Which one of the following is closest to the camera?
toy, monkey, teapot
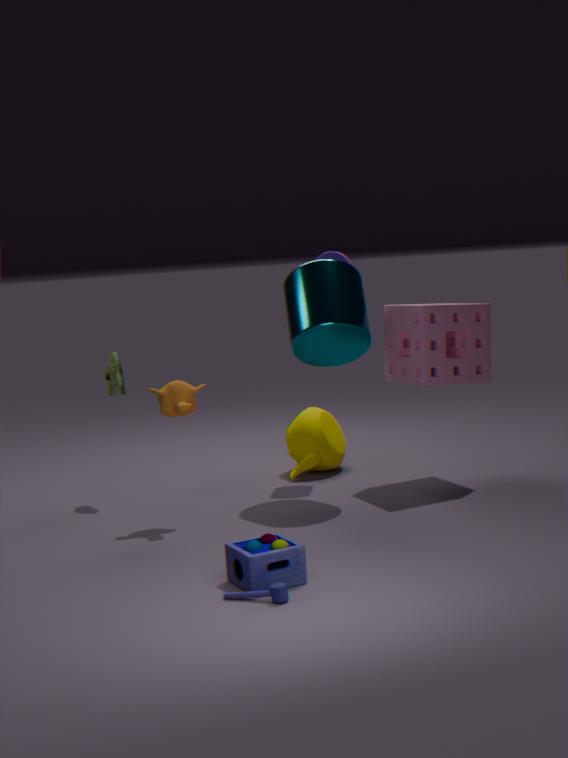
toy
